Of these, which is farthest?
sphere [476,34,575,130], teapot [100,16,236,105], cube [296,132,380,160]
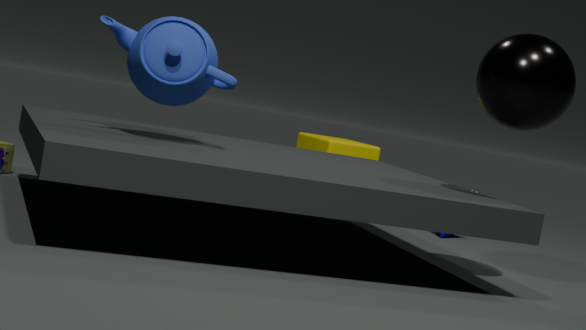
cube [296,132,380,160]
